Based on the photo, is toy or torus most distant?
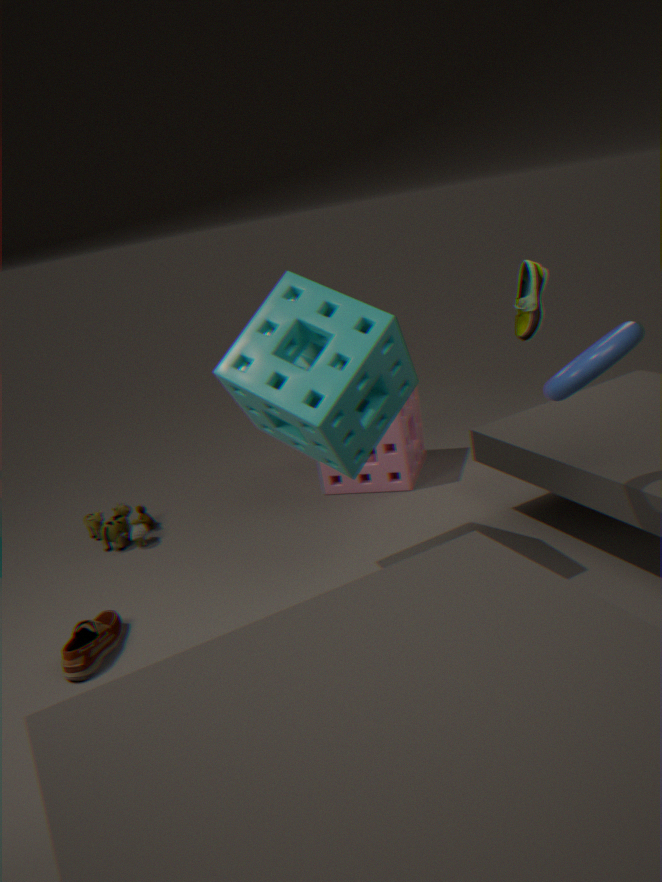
toy
